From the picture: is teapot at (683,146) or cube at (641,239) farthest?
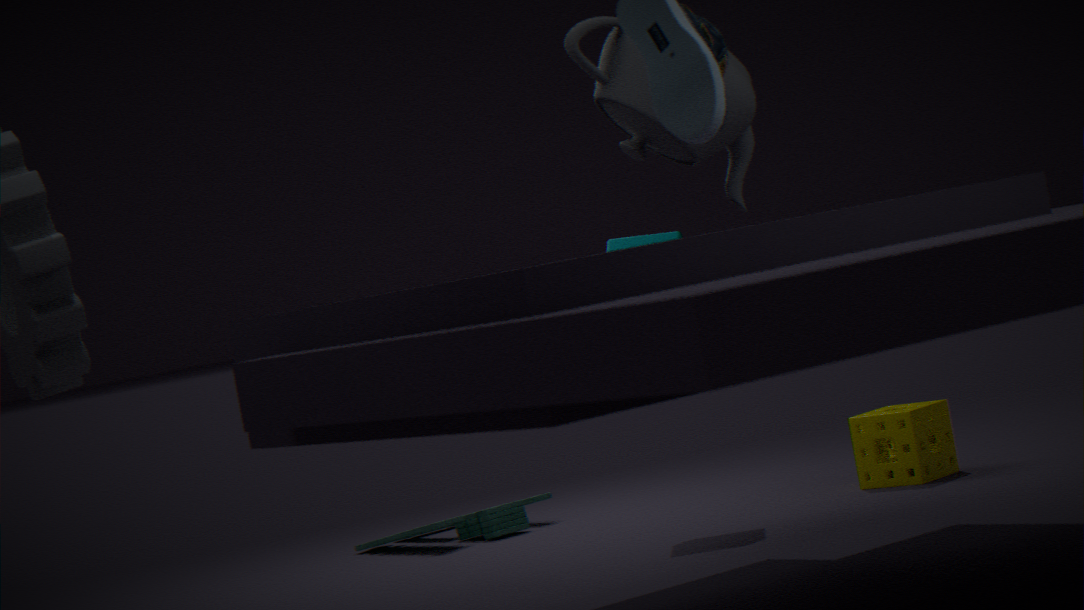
cube at (641,239)
